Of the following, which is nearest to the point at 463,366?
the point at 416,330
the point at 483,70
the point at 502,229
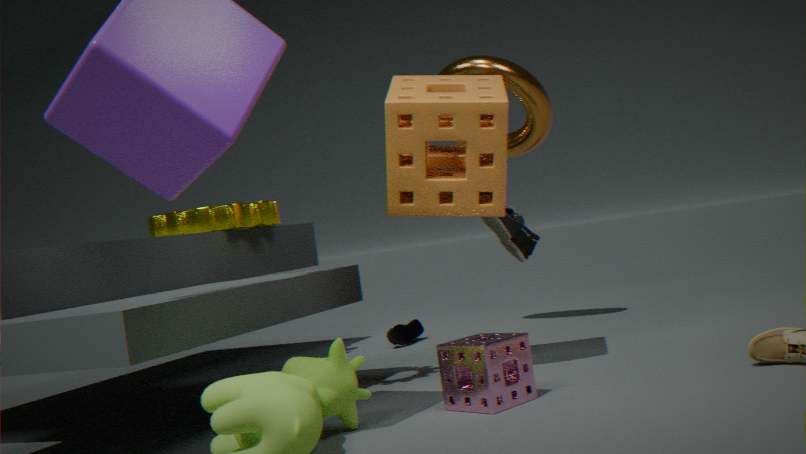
the point at 502,229
